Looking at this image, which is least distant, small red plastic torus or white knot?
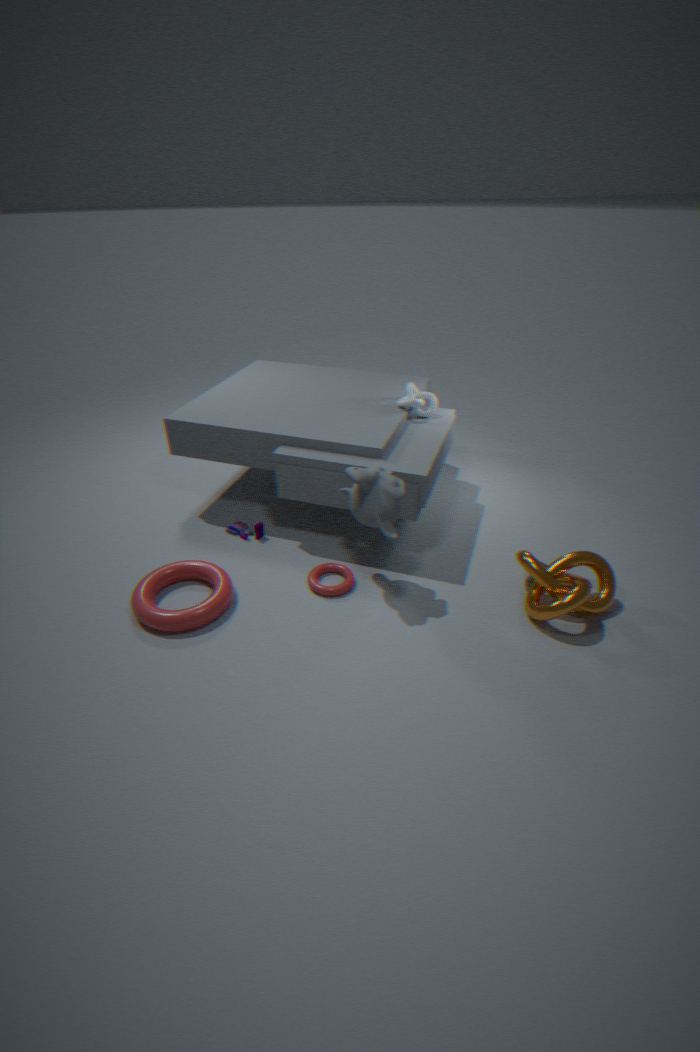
small red plastic torus
